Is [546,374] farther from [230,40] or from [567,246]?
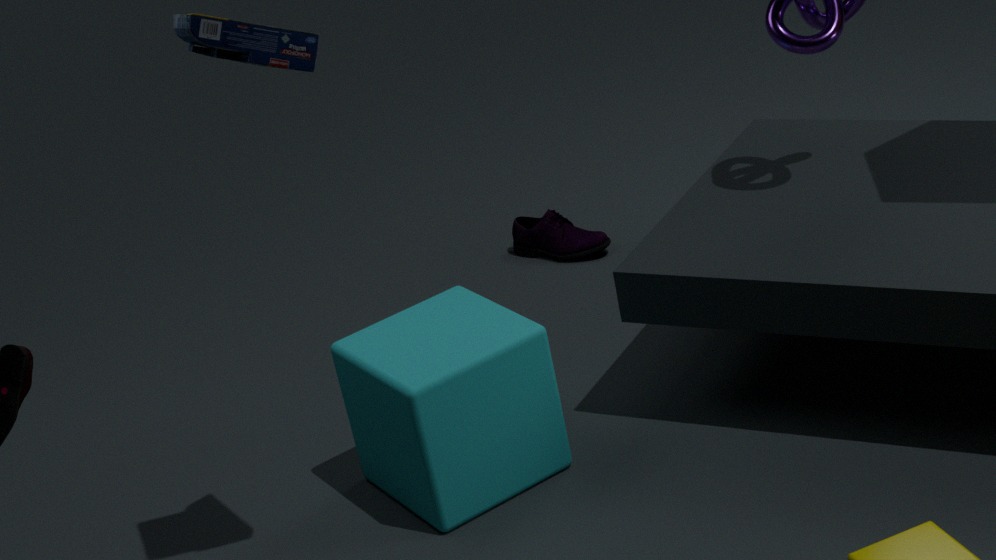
[567,246]
